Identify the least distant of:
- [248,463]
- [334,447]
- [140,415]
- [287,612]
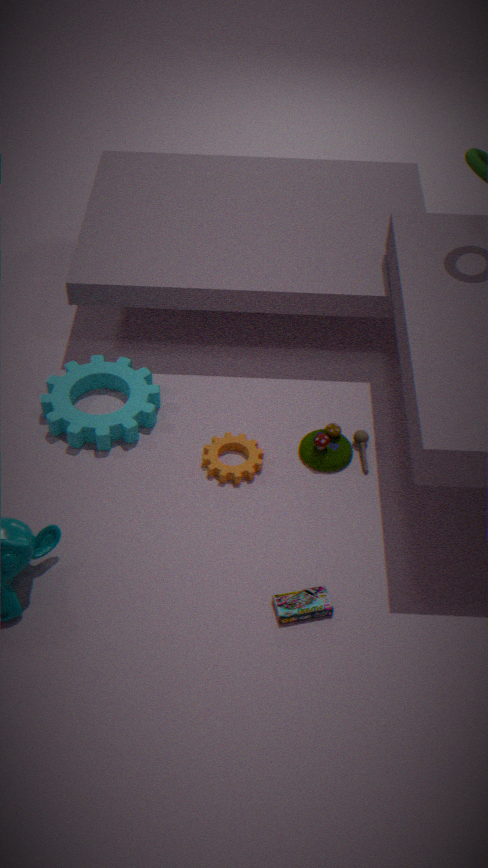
[287,612]
